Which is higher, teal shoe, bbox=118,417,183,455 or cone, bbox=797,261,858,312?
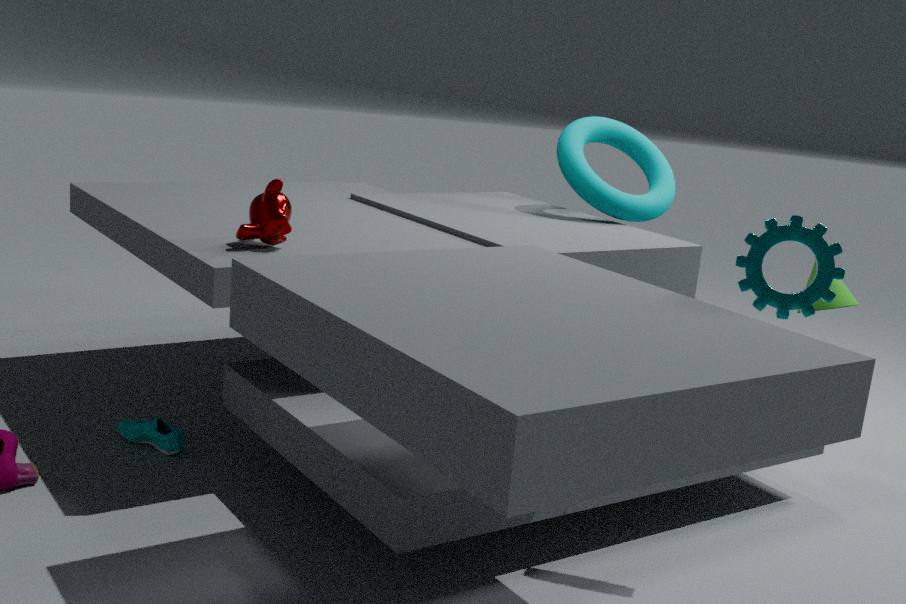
cone, bbox=797,261,858,312
